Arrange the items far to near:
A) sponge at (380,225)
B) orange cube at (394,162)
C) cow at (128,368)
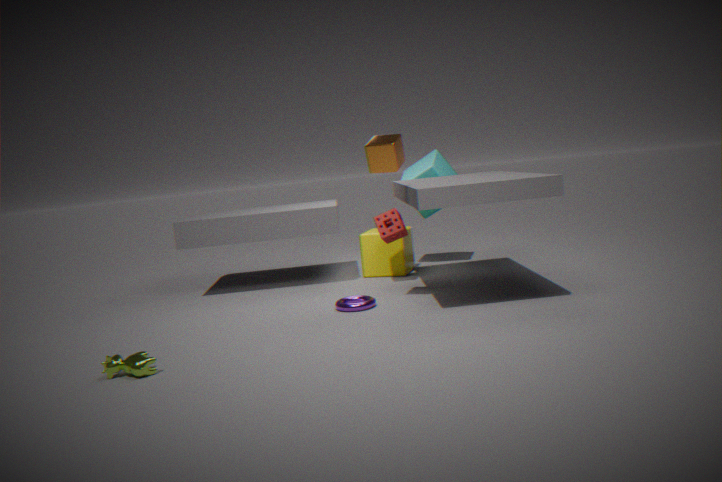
sponge at (380,225) < orange cube at (394,162) < cow at (128,368)
